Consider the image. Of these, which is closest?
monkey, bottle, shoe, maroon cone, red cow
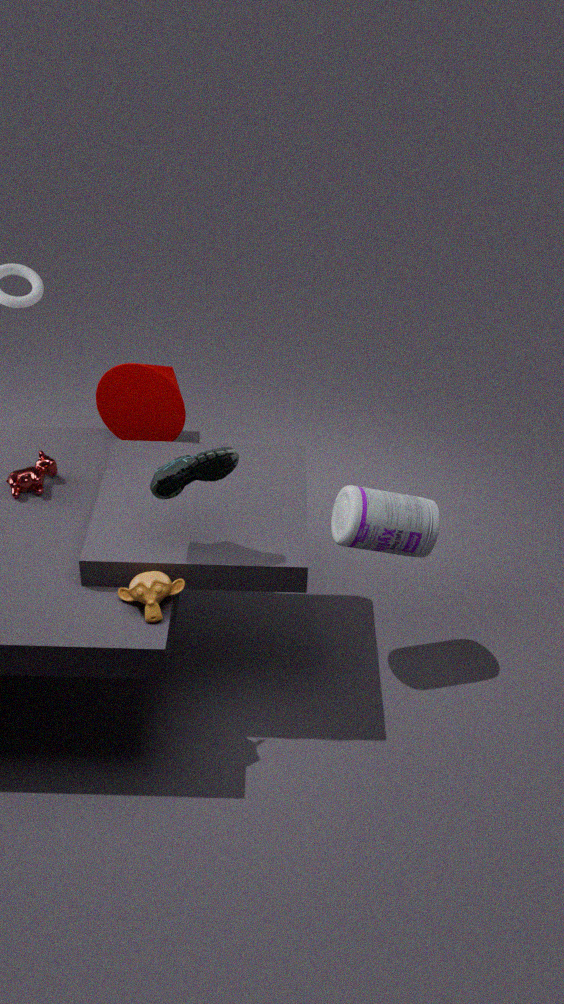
shoe
